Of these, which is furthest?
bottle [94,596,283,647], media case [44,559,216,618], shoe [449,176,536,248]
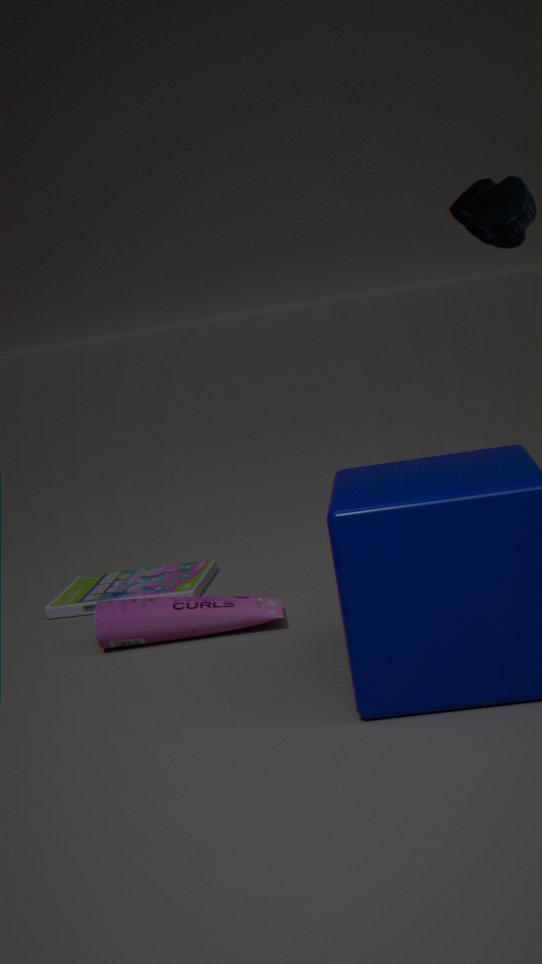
media case [44,559,216,618]
